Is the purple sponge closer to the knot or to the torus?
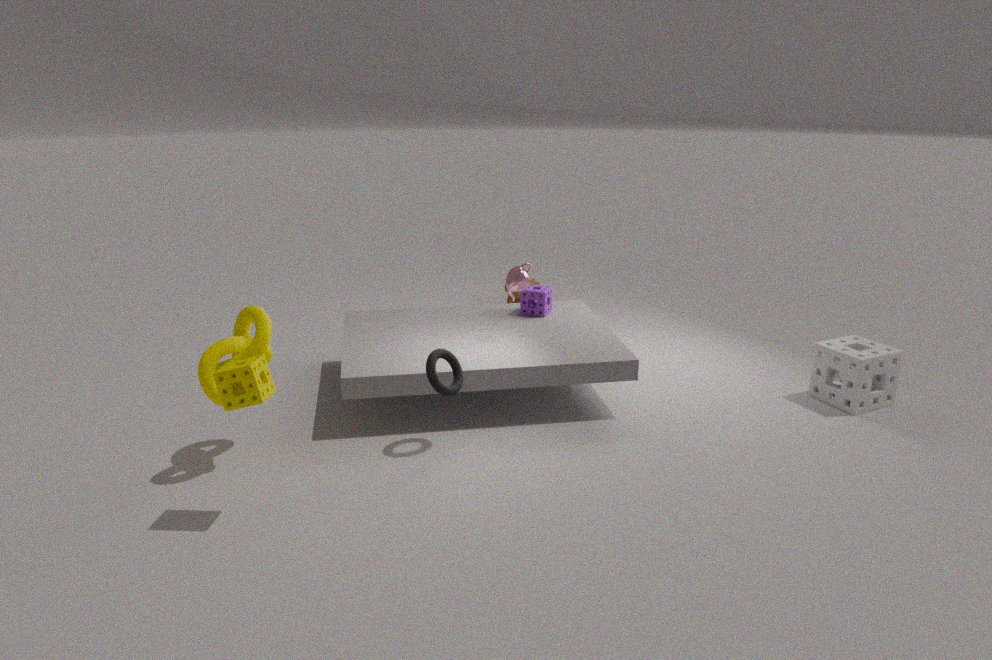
the torus
